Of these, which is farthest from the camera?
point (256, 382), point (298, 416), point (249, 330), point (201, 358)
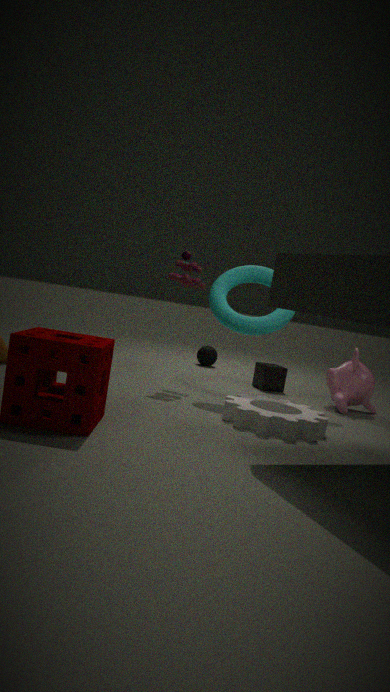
point (201, 358)
